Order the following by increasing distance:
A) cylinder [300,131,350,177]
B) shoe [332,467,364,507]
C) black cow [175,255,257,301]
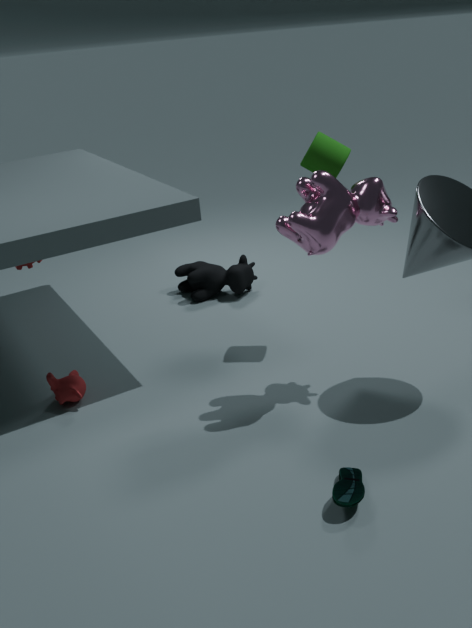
1. shoe [332,467,364,507]
2. cylinder [300,131,350,177]
3. black cow [175,255,257,301]
